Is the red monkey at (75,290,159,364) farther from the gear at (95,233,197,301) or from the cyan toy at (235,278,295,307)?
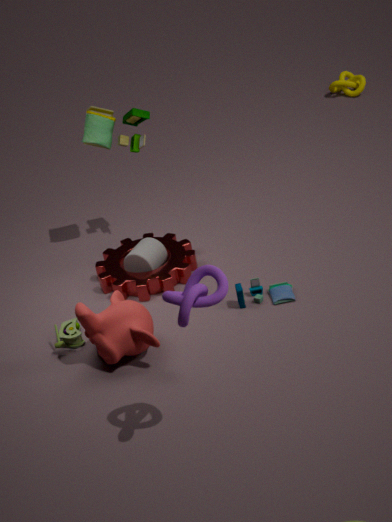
the cyan toy at (235,278,295,307)
